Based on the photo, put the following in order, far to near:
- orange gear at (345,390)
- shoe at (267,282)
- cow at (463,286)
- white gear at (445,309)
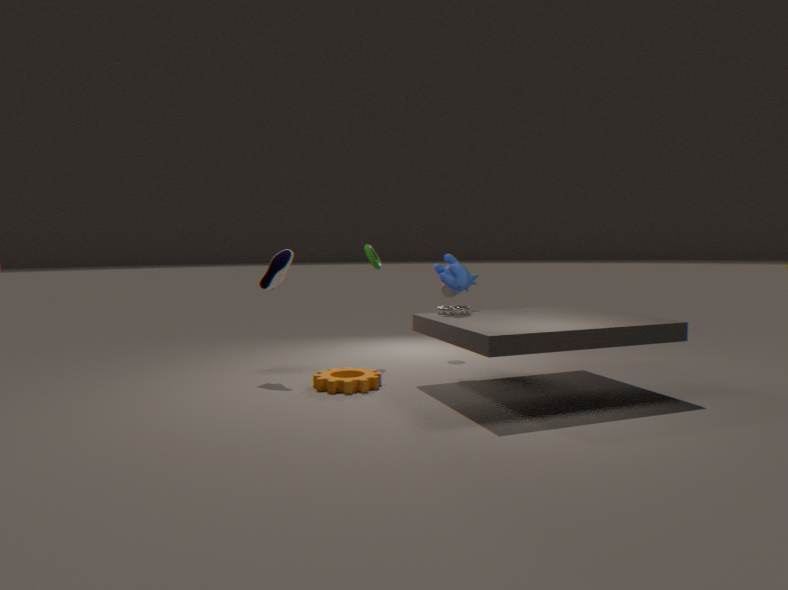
shoe at (267,282), white gear at (445,309), cow at (463,286), orange gear at (345,390)
